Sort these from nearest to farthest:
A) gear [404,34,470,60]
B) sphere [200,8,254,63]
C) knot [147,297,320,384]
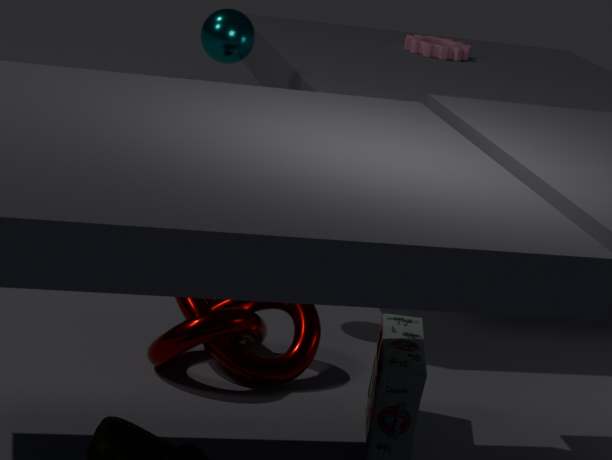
knot [147,297,320,384] → sphere [200,8,254,63] → gear [404,34,470,60]
